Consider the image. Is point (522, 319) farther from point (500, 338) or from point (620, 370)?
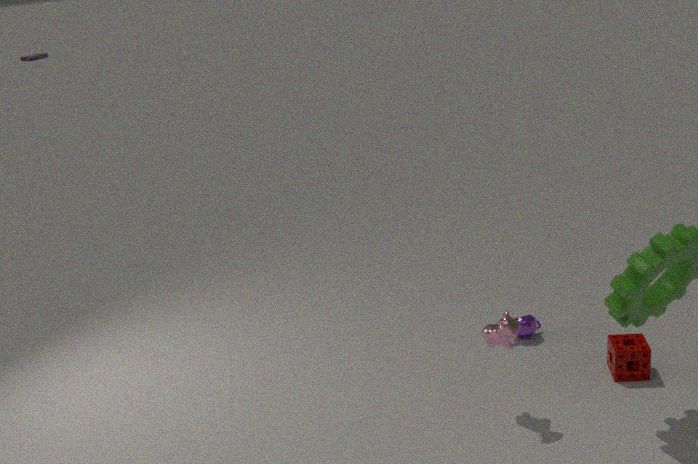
point (500, 338)
